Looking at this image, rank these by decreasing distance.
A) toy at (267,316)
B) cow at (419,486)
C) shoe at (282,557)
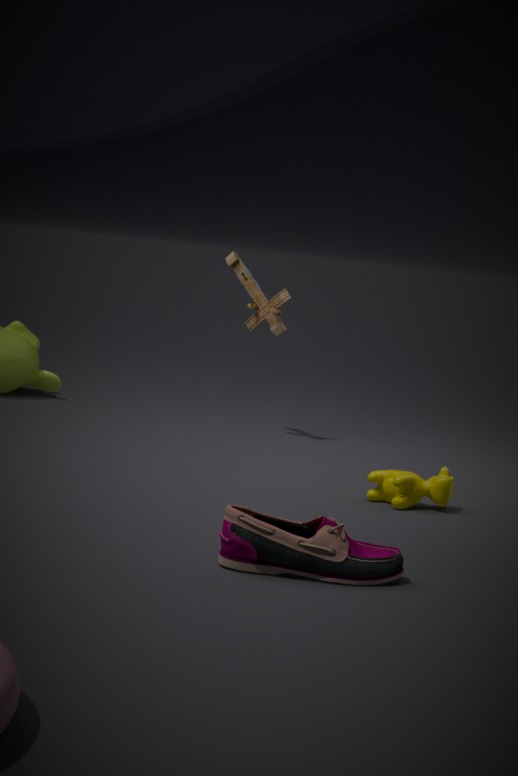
toy at (267,316)
cow at (419,486)
shoe at (282,557)
